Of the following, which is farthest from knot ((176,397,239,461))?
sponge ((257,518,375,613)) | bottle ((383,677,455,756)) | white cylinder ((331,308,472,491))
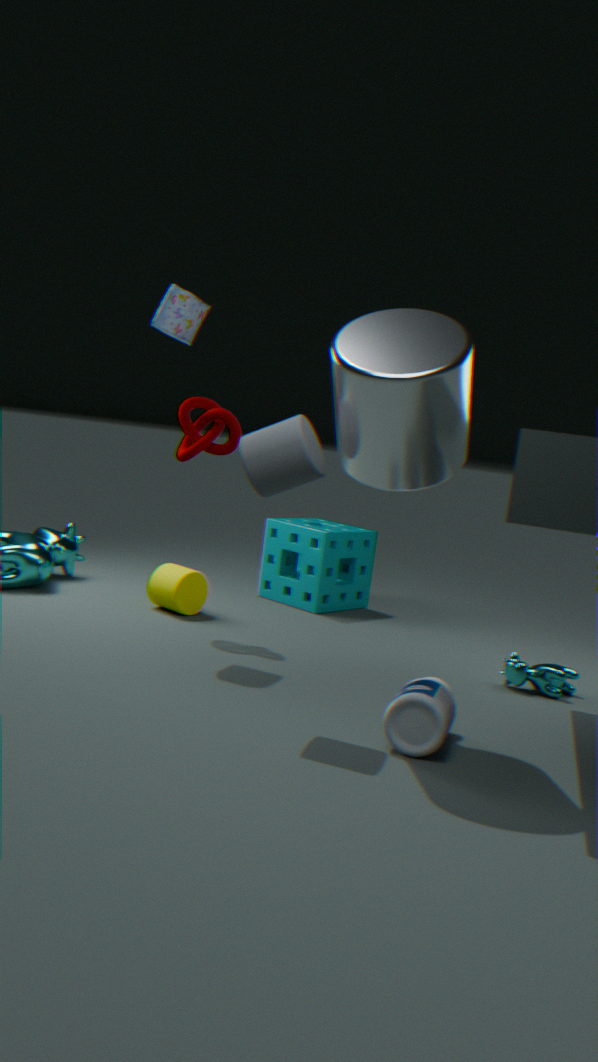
bottle ((383,677,455,756))
